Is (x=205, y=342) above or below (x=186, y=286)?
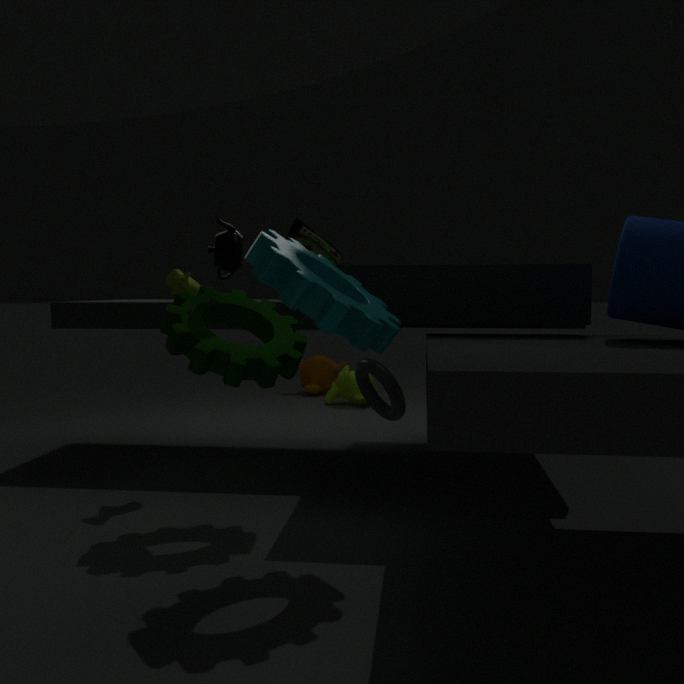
below
